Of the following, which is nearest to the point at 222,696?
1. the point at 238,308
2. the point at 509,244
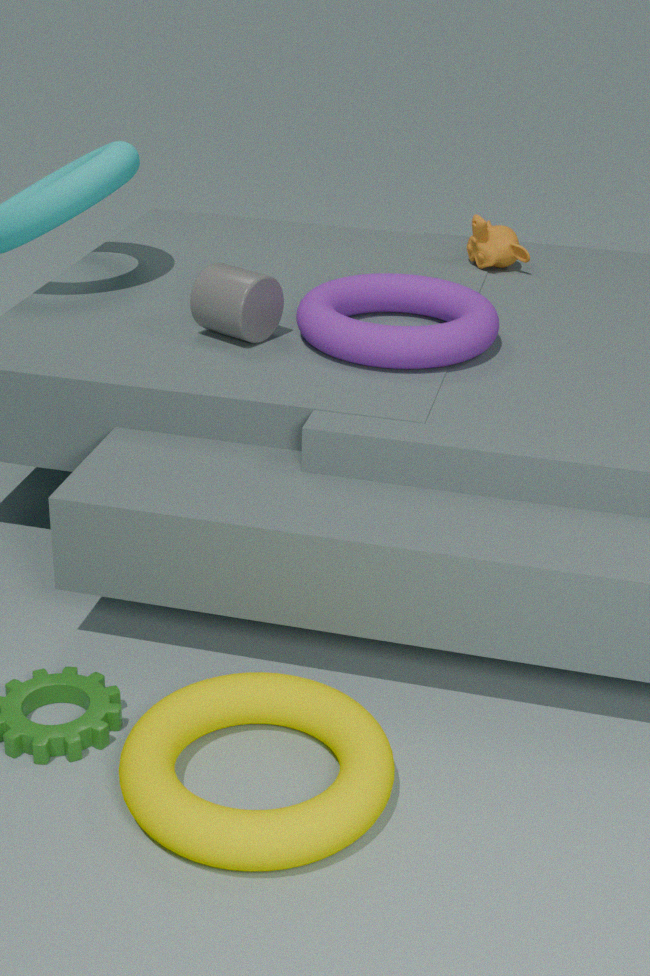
the point at 238,308
